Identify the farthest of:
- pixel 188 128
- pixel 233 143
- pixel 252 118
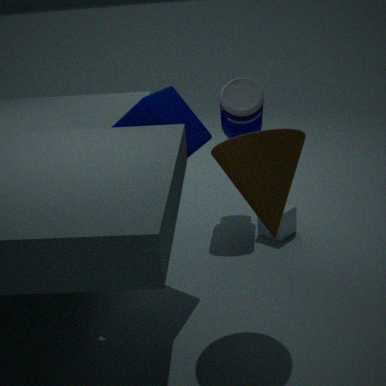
pixel 252 118
